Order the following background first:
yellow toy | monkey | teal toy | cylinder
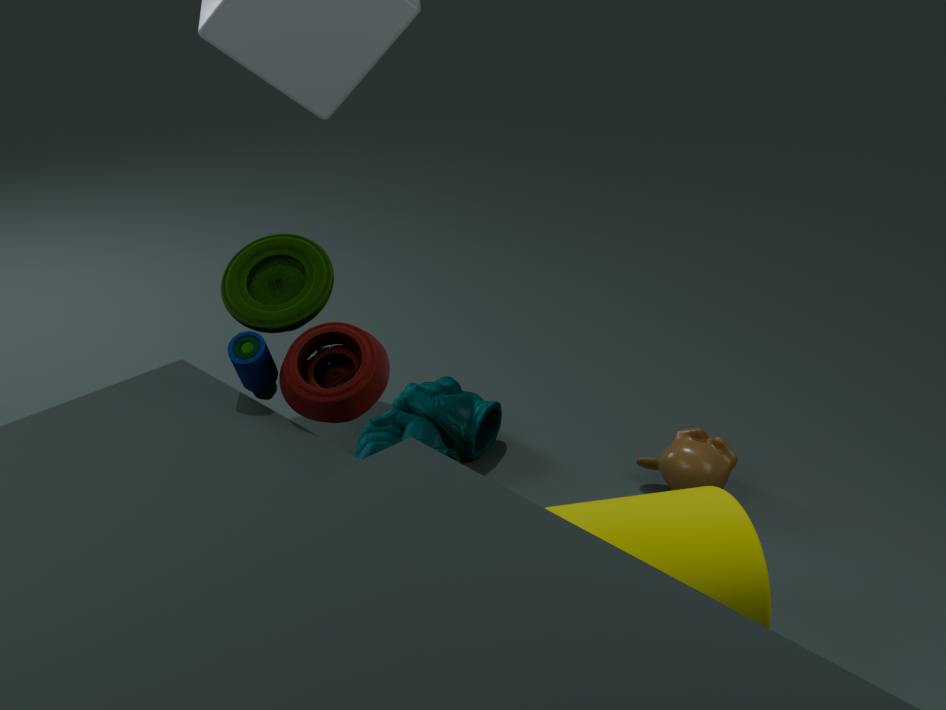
monkey < teal toy < cylinder < yellow toy
